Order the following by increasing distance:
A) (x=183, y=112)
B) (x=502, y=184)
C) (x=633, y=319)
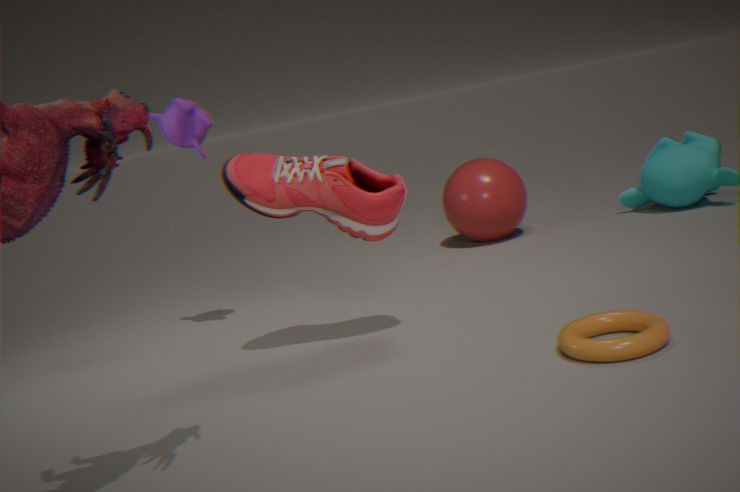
1. (x=633, y=319)
2. (x=183, y=112)
3. (x=502, y=184)
